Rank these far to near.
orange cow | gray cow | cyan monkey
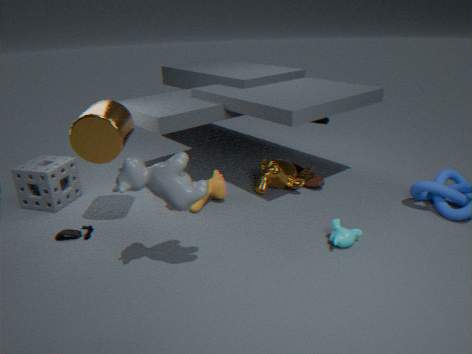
1. orange cow
2. cyan monkey
3. gray cow
